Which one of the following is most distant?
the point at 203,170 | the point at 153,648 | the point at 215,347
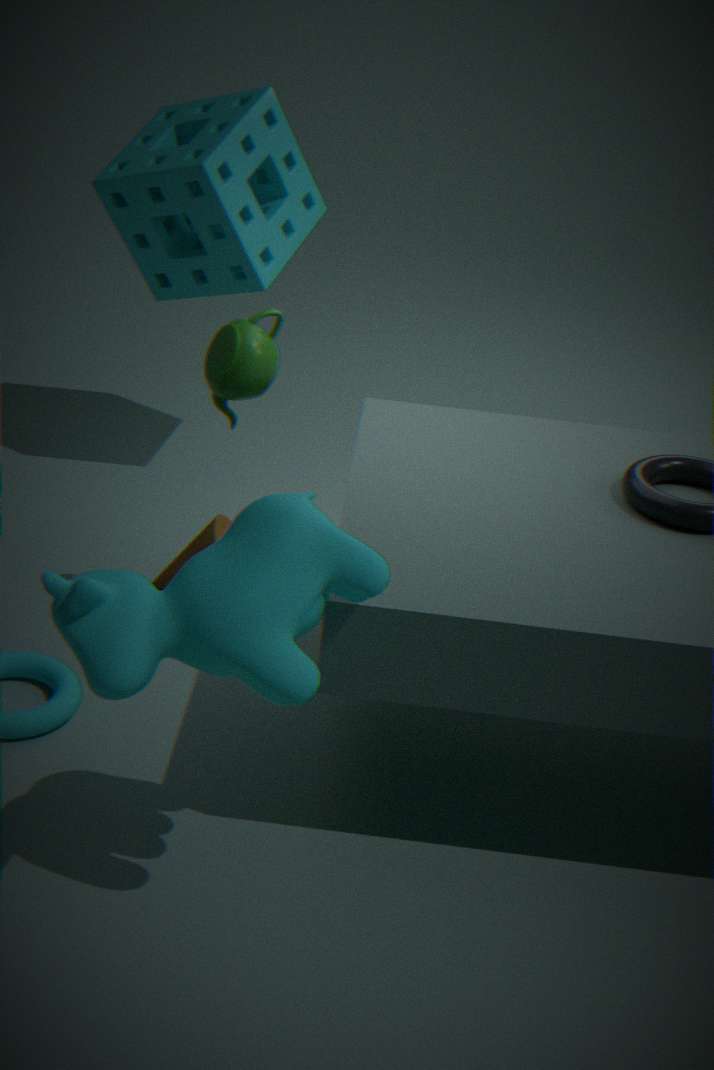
the point at 203,170
